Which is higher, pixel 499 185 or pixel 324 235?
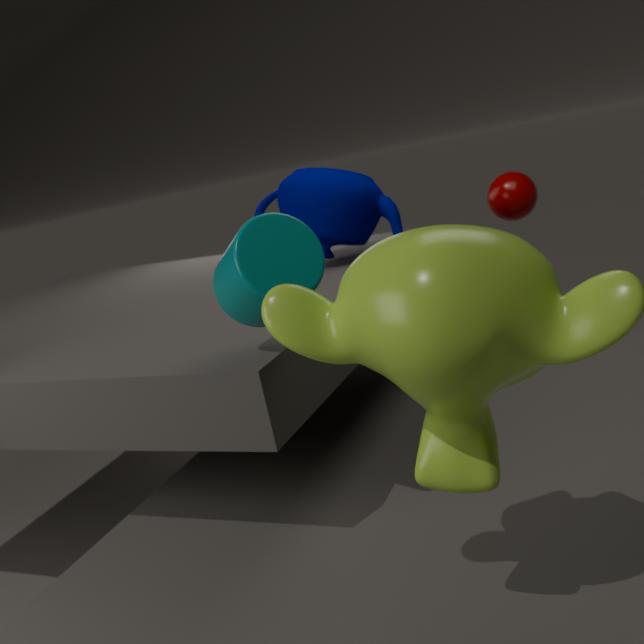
pixel 324 235
